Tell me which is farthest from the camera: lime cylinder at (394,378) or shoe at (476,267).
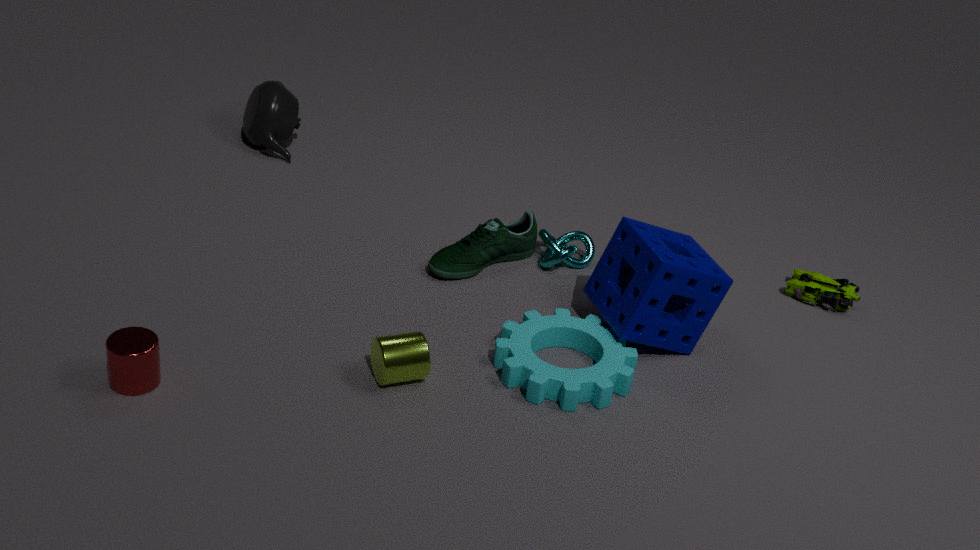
shoe at (476,267)
